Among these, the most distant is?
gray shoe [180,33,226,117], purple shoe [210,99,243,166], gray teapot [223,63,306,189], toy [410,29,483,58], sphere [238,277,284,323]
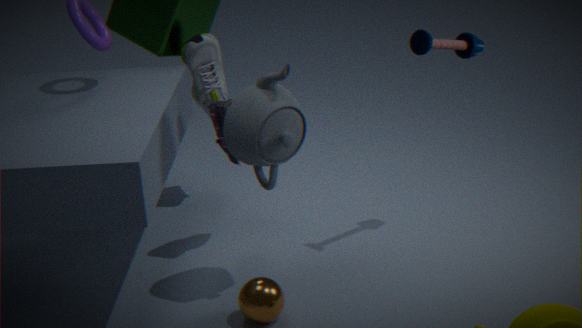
gray shoe [180,33,226,117]
